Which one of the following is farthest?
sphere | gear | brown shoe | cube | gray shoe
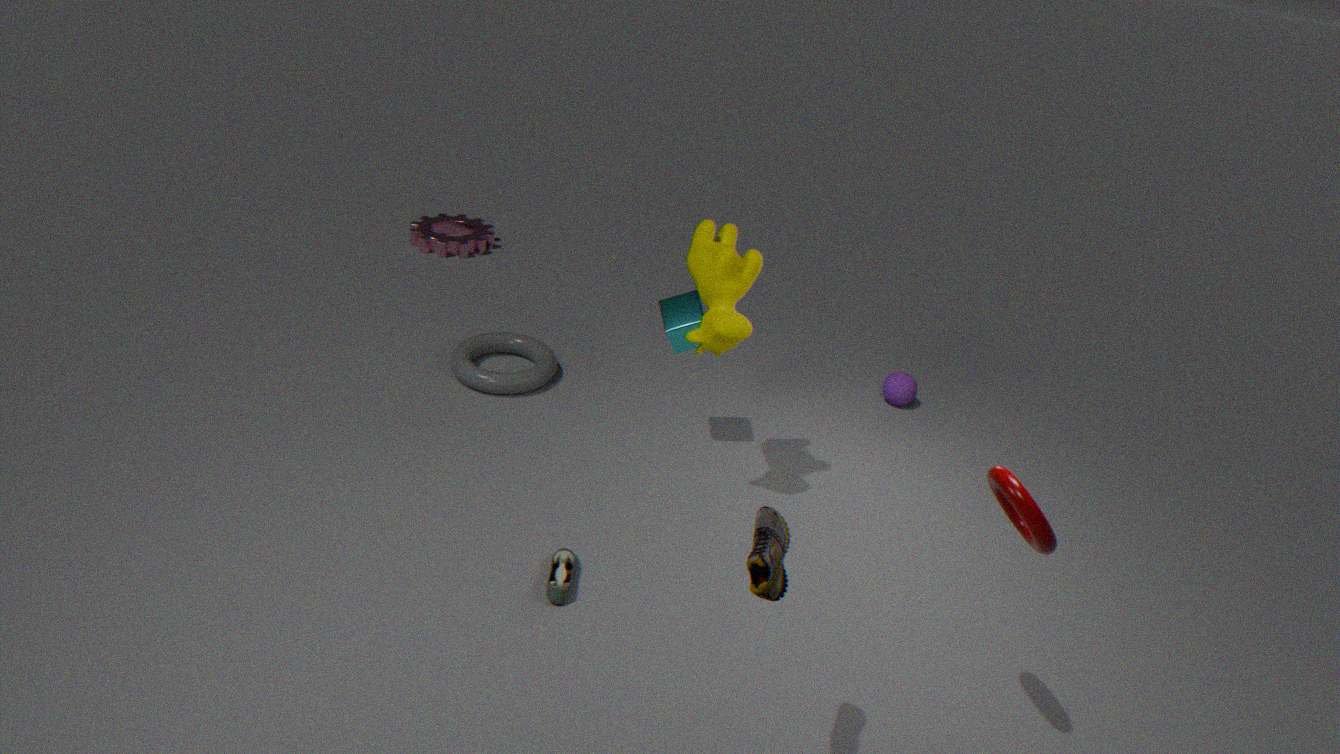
gear
